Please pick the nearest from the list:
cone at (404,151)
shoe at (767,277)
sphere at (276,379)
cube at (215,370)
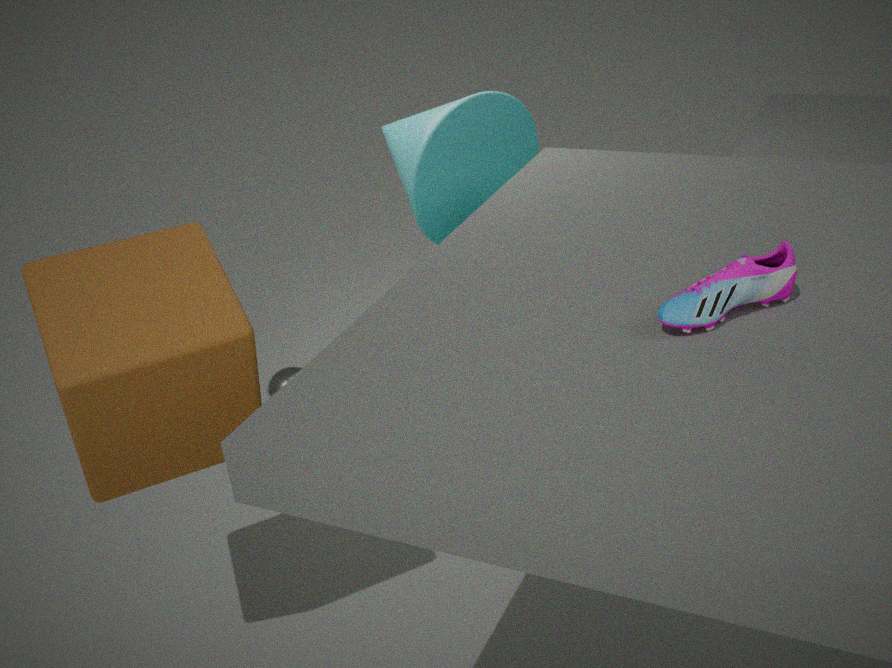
shoe at (767,277)
